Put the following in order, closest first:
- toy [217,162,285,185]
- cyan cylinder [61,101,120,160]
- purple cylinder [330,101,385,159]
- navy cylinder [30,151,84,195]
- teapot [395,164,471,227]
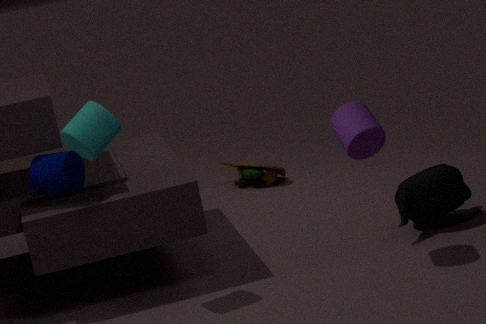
cyan cylinder [61,101,120,160]
purple cylinder [330,101,385,159]
navy cylinder [30,151,84,195]
teapot [395,164,471,227]
toy [217,162,285,185]
